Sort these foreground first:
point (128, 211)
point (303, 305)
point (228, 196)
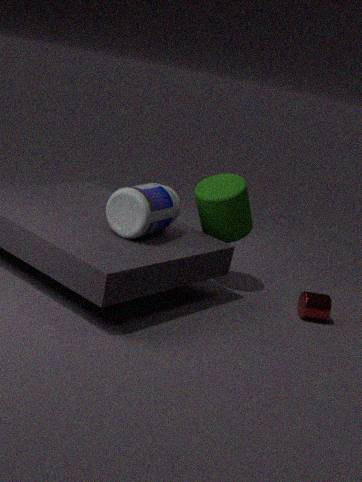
point (128, 211) → point (228, 196) → point (303, 305)
